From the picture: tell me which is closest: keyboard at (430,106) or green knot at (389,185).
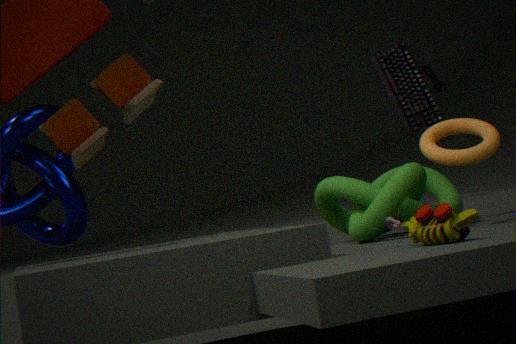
green knot at (389,185)
